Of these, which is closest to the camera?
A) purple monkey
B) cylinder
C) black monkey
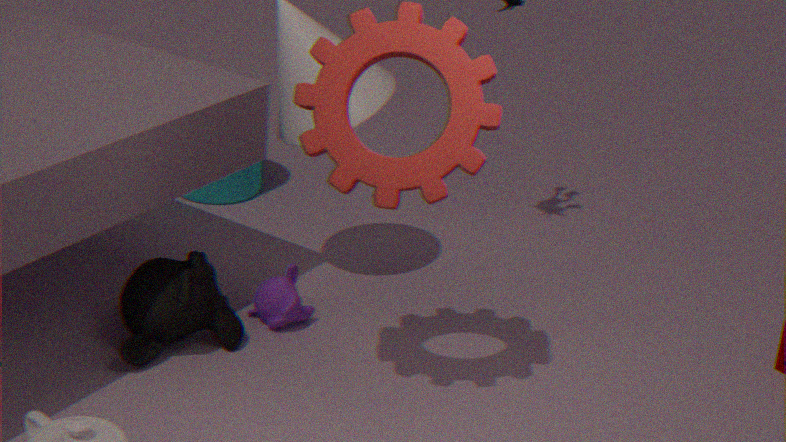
C. black monkey
